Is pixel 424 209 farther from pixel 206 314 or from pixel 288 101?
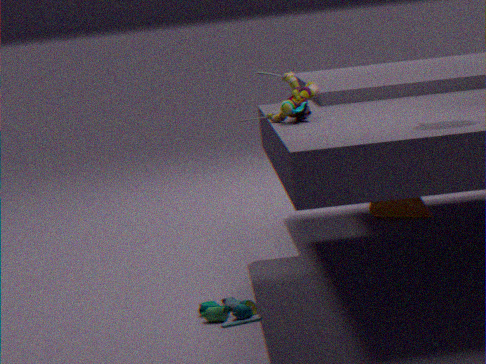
pixel 206 314
